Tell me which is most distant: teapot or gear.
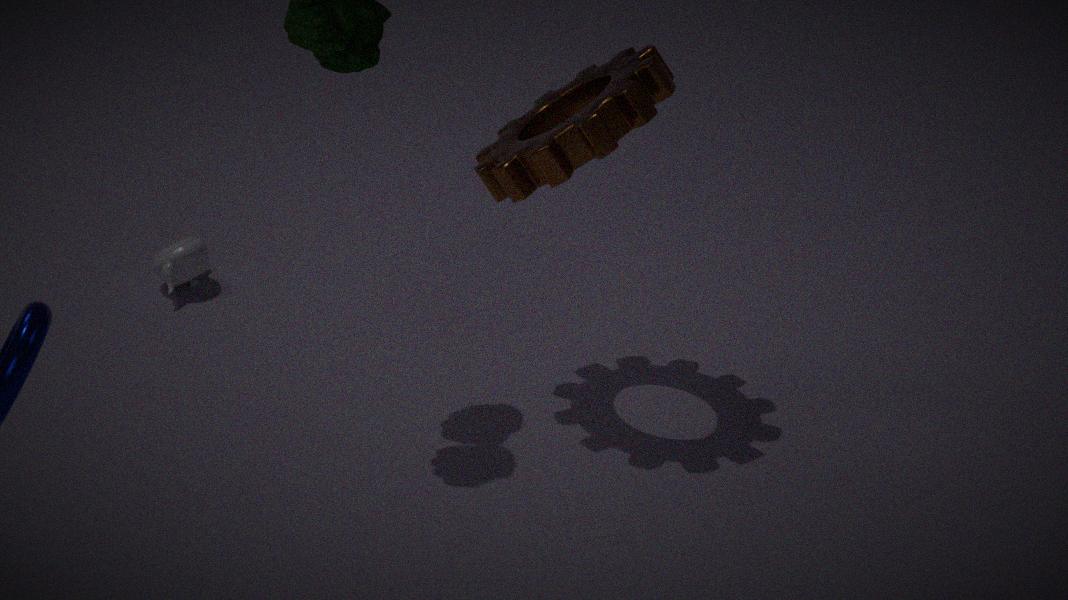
teapot
